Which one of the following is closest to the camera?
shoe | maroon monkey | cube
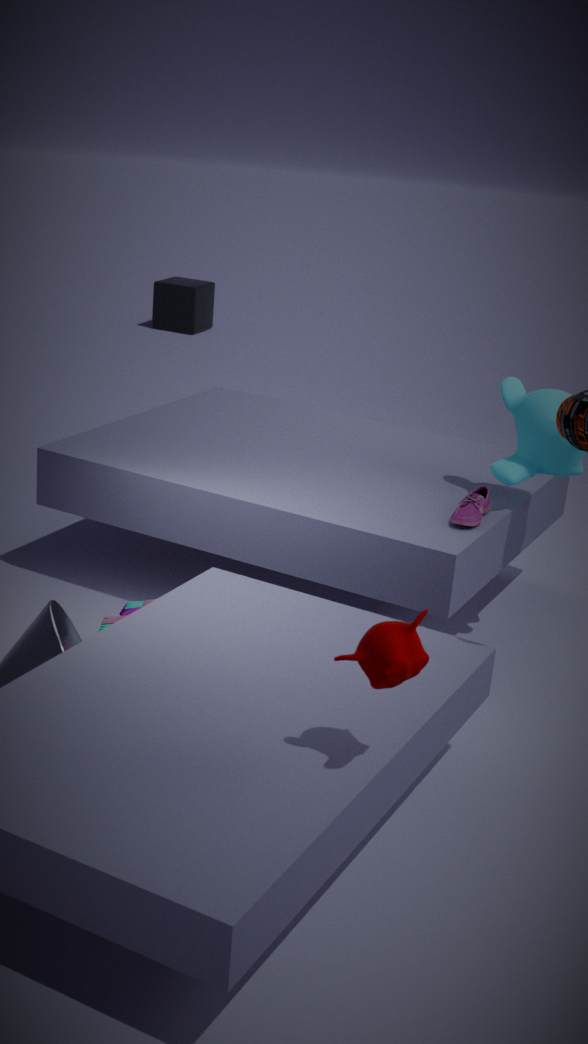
maroon monkey
